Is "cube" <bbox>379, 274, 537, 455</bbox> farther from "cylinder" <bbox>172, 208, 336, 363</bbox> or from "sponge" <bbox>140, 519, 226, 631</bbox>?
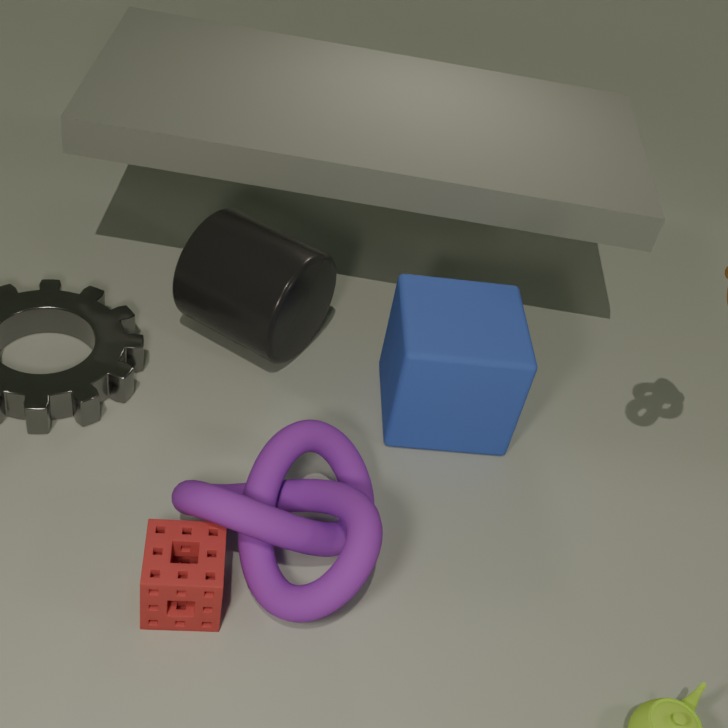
"sponge" <bbox>140, 519, 226, 631</bbox>
